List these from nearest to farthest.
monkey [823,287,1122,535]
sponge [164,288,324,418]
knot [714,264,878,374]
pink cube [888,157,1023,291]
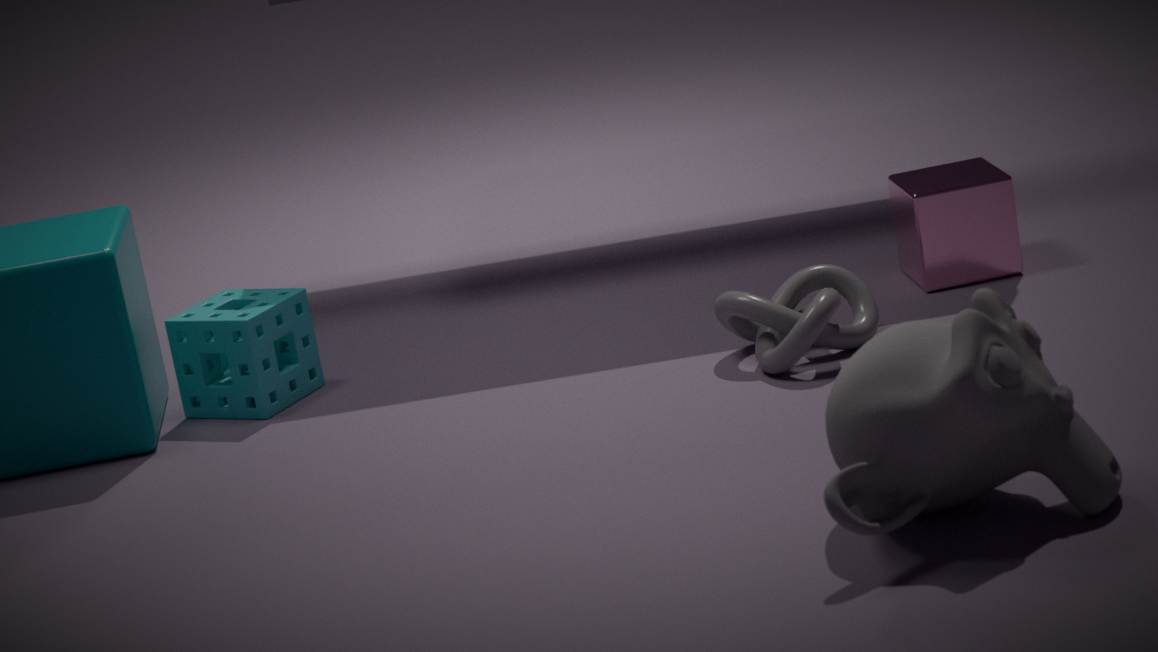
monkey [823,287,1122,535]
knot [714,264,878,374]
sponge [164,288,324,418]
pink cube [888,157,1023,291]
